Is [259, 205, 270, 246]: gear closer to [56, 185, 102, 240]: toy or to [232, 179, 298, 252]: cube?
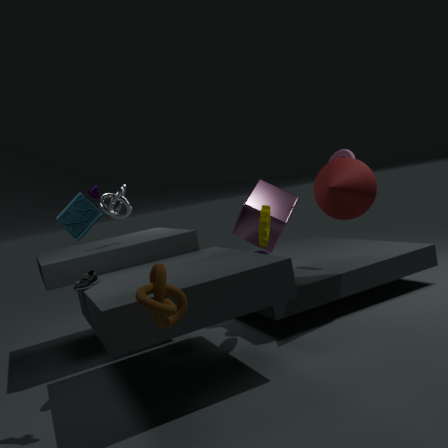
[232, 179, 298, 252]: cube
